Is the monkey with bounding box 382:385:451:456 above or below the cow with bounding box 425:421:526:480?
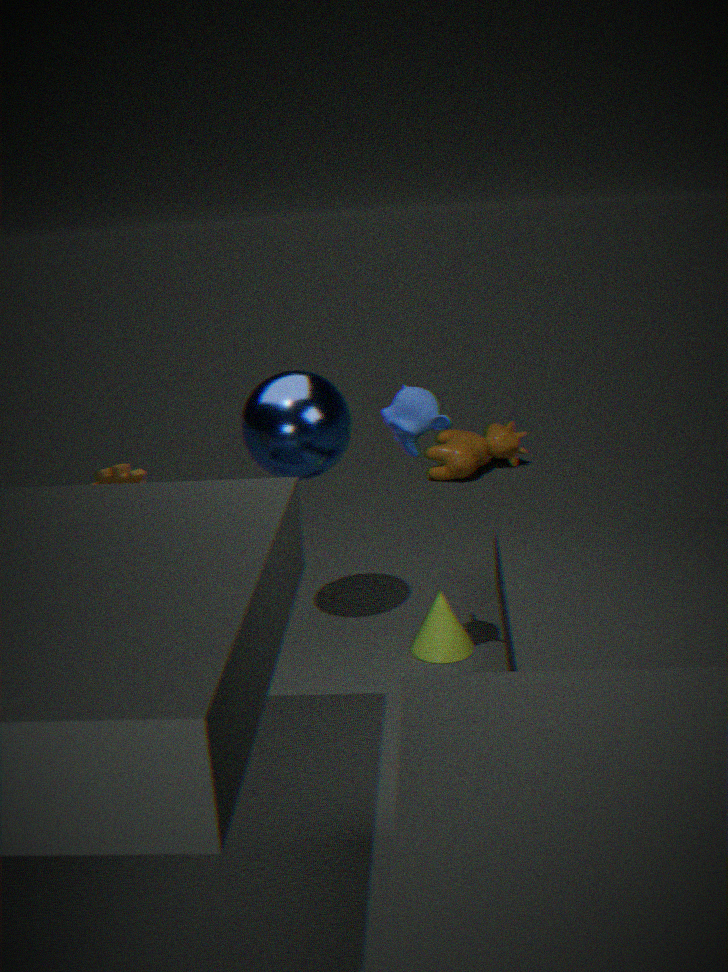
above
